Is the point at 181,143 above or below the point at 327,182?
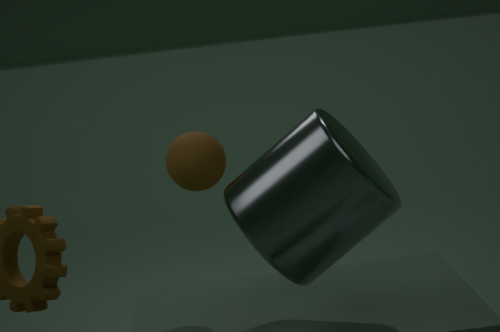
above
